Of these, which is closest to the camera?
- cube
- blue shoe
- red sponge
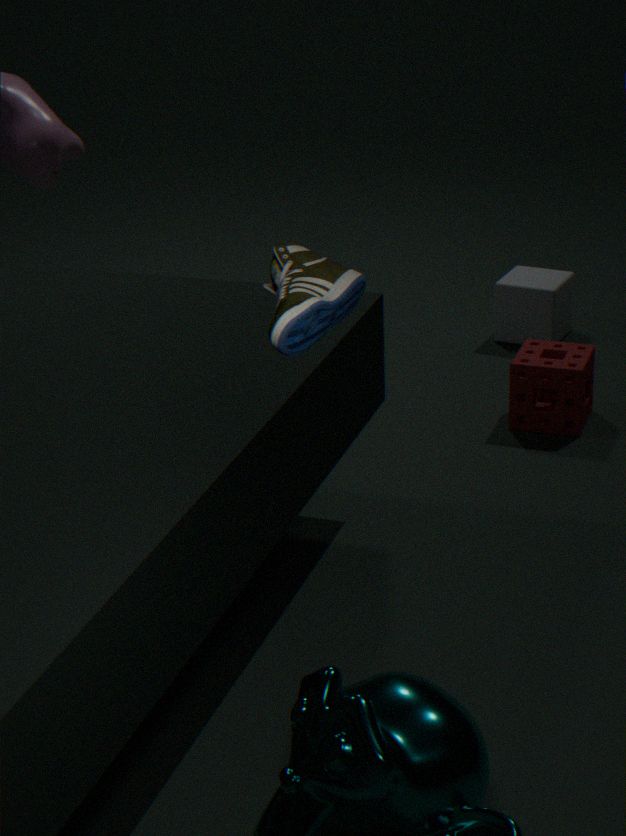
blue shoe
